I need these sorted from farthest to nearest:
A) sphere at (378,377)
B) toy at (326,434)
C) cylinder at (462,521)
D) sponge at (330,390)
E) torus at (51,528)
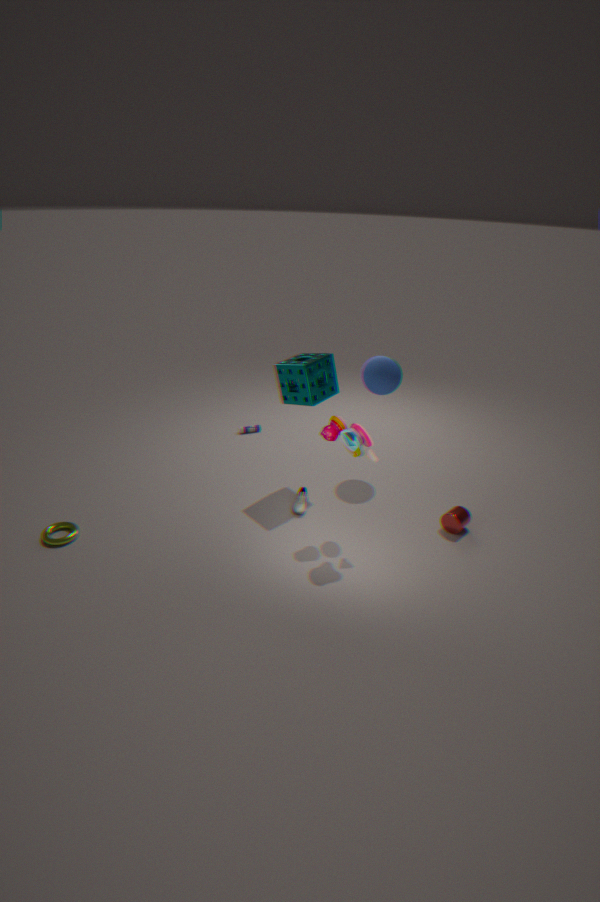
sphere at (378,377) → sponge at (330,390) → cylinder at (462,521) → torus at (51,528) → toy at (326,434)
